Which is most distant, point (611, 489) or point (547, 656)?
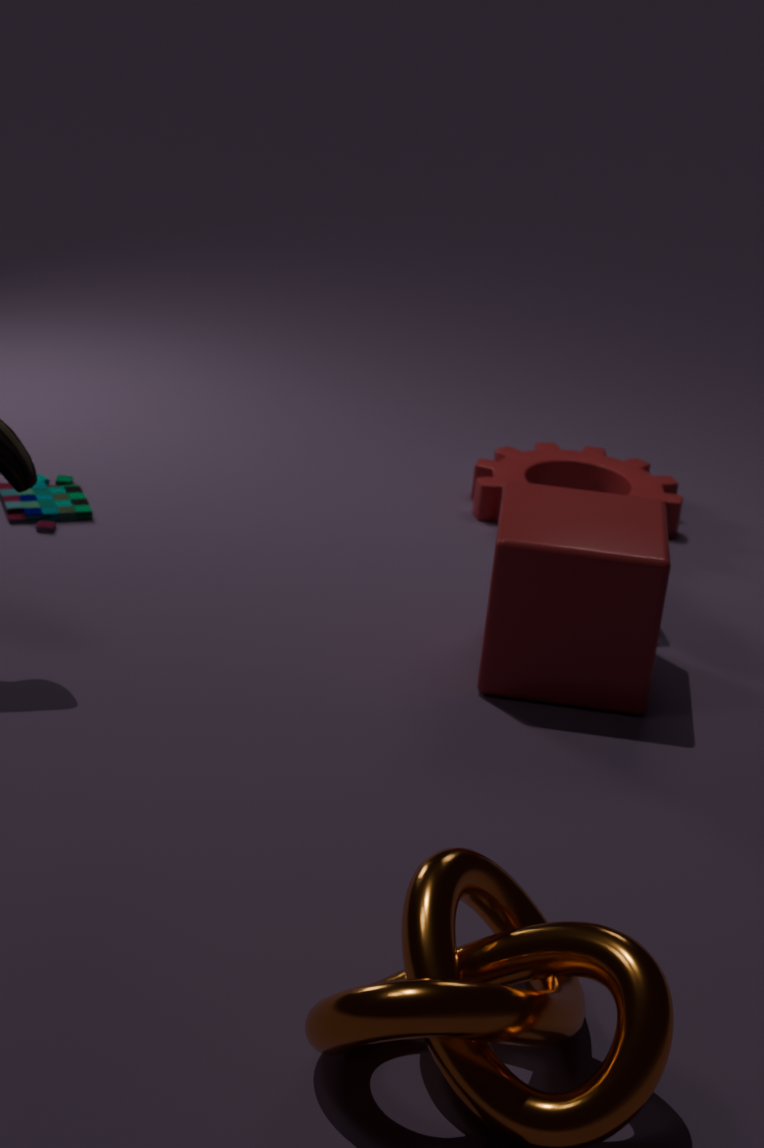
point (611, 489)
